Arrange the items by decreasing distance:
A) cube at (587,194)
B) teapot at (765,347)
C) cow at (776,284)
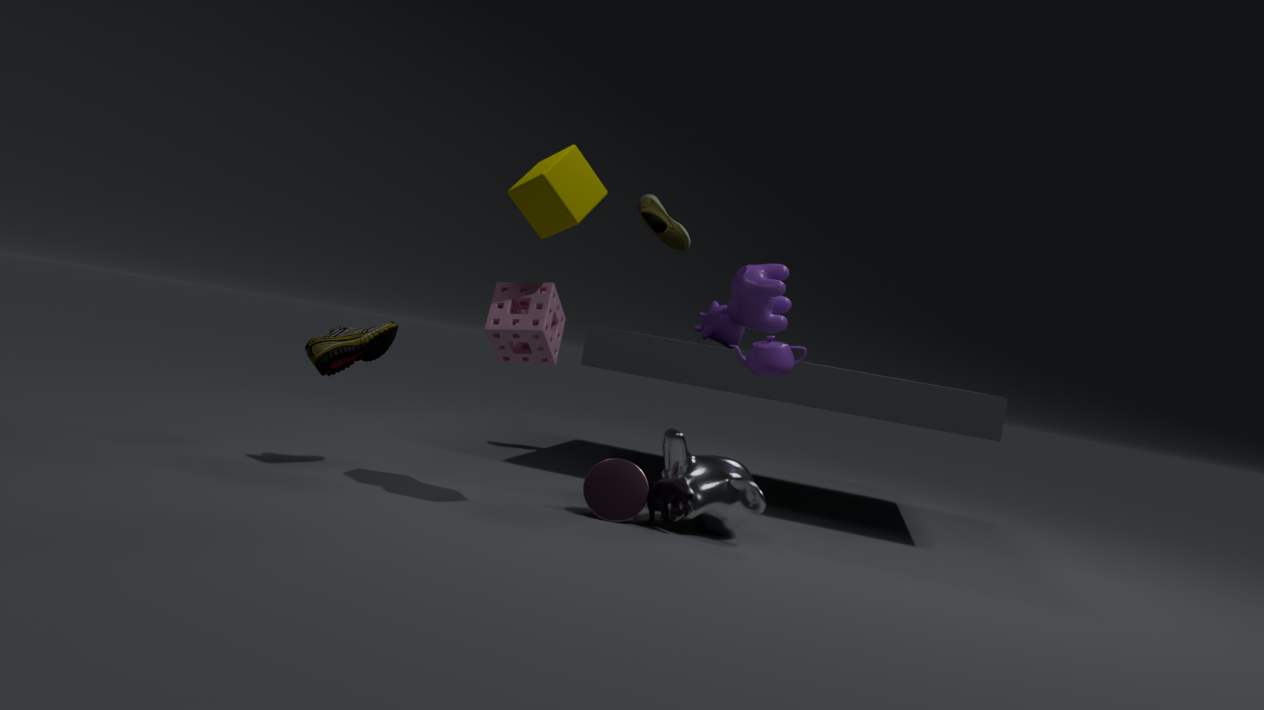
1. cow at (776,284)
2. teapot at (765,347)
3. cube at (587,194)
